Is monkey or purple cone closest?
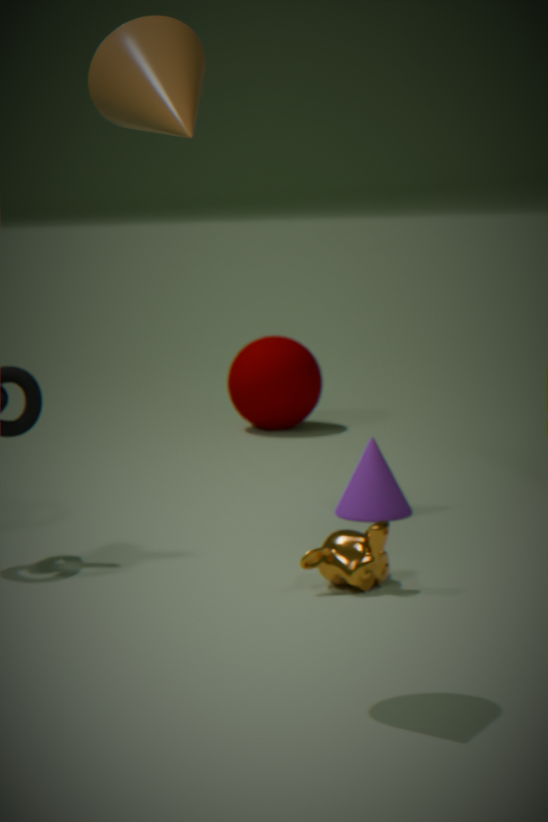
monkey
